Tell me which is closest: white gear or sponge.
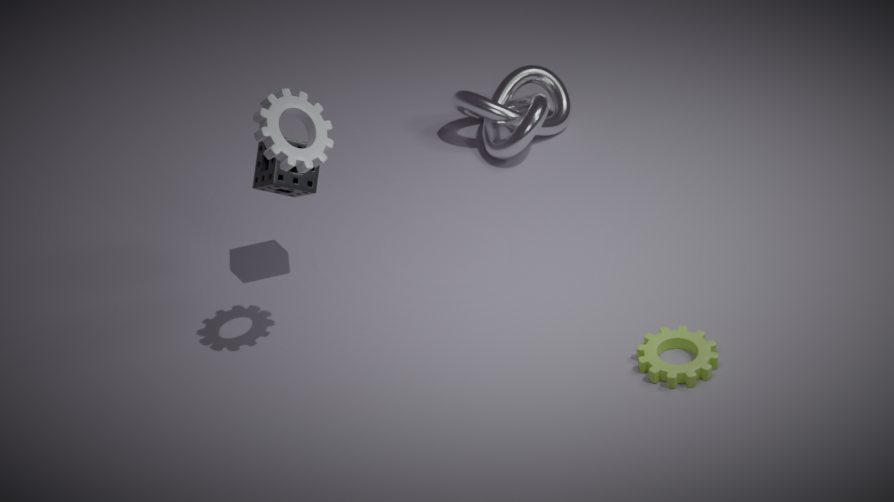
white gear
